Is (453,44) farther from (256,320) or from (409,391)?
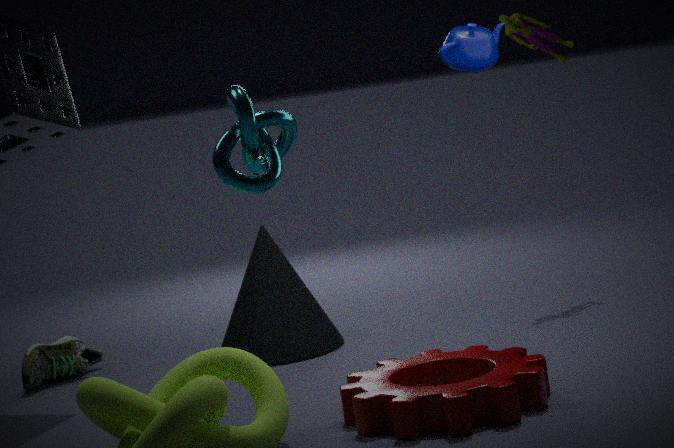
(256,320)
